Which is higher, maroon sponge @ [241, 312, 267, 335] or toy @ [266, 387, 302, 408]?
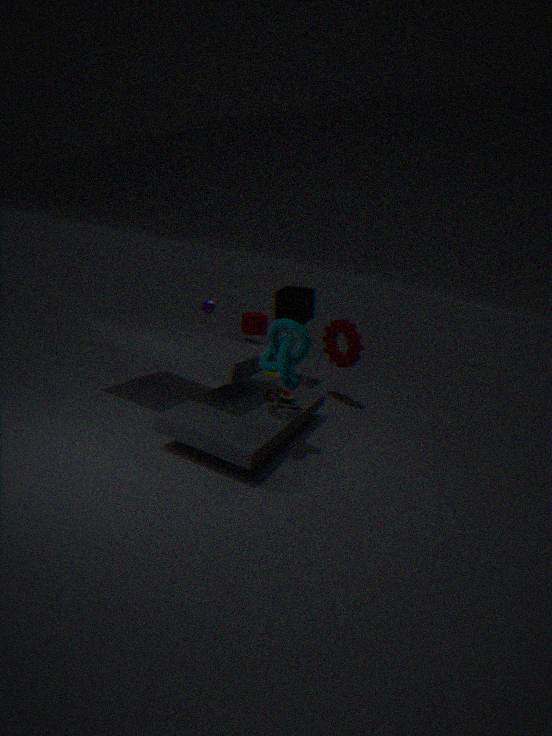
maroon sponge @ [241, 312, 267, 335]
